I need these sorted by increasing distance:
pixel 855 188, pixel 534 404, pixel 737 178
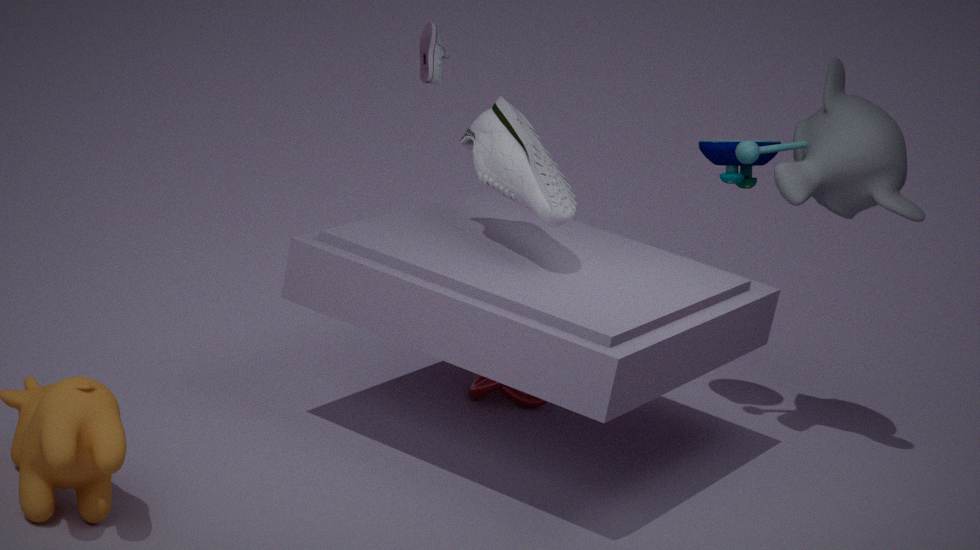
pixel 855 188 < pixel 737 178 < pixel 534 404
